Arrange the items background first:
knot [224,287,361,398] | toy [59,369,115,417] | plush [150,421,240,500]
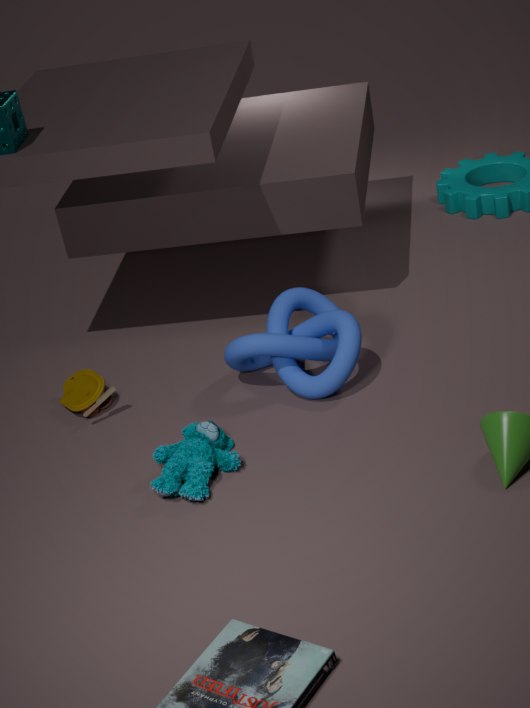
toy [59,369,115,417] → knot [224,287,361,398] → plush [150,421,240,500]
